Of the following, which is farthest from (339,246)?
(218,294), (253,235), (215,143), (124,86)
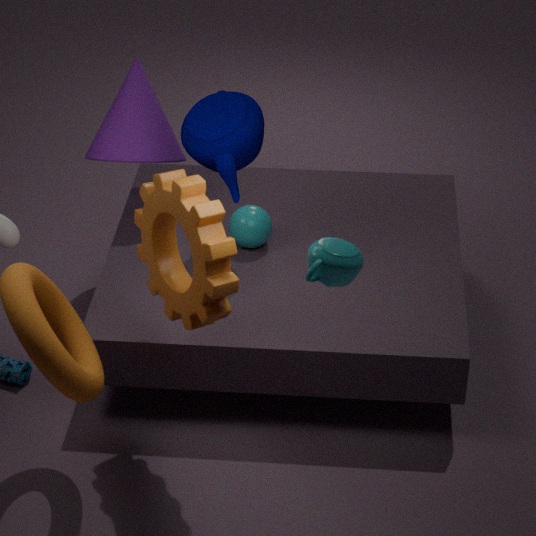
(124,86)
